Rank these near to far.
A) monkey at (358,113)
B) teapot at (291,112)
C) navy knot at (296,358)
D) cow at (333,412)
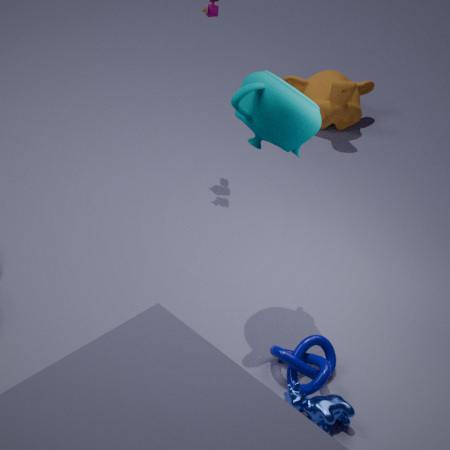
1. teapot at (291,112)
2. cow at (333,412)
3. navy knot at (296,358)
4. monkey at (358,113)
